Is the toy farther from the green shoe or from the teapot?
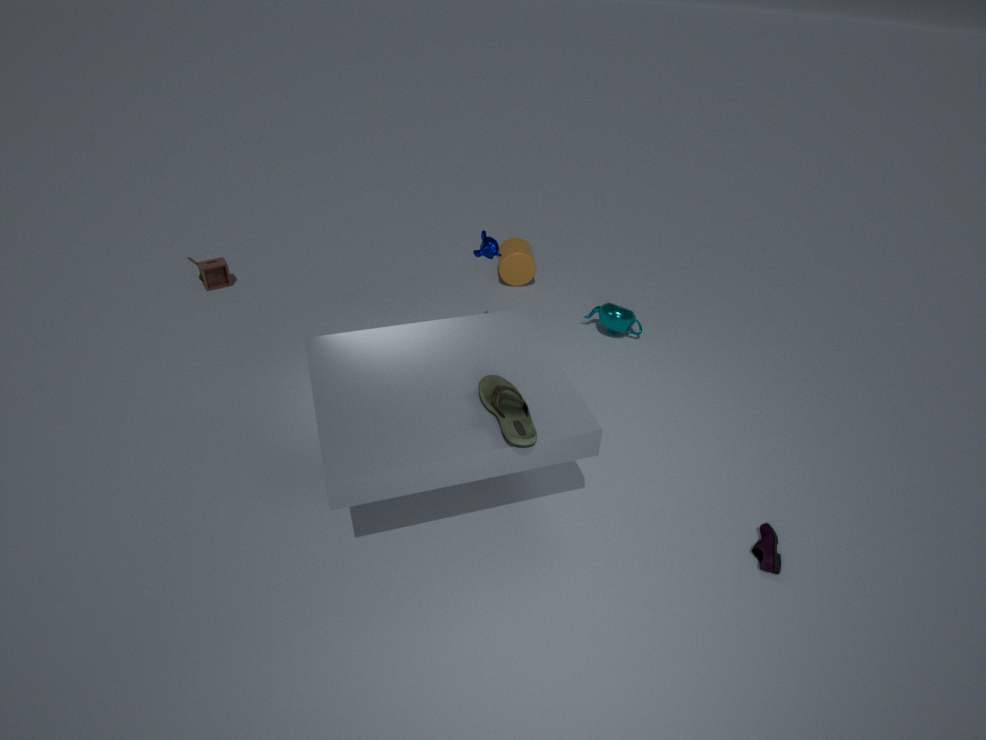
the green shoe
